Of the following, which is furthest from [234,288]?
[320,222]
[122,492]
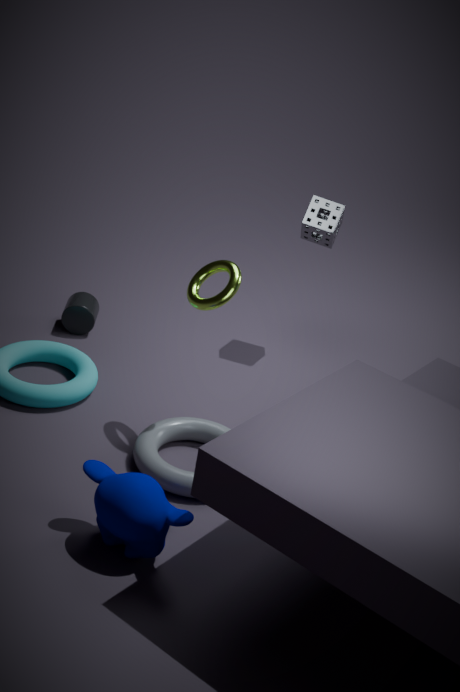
[320,222]
